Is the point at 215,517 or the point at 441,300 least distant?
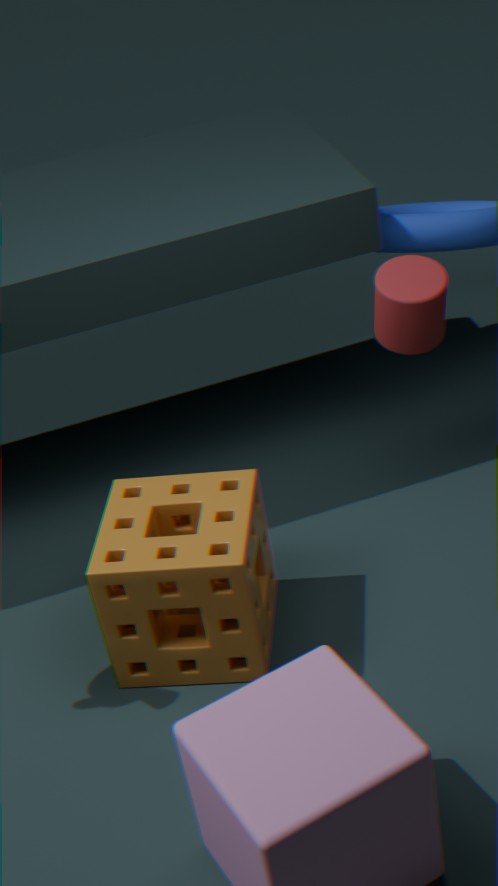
the point at 215,517
